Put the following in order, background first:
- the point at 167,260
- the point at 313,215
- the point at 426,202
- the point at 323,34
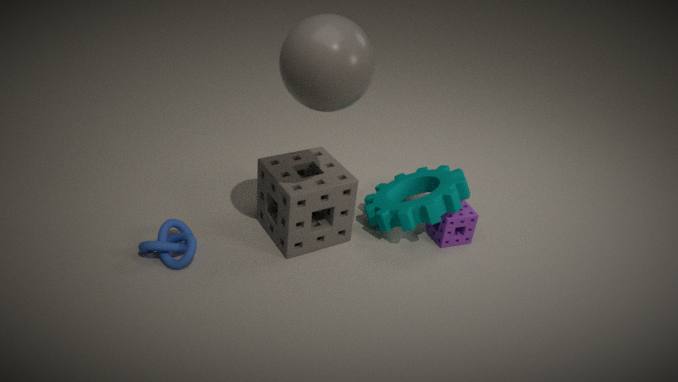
the point at 313,215, the point at 426,202, the point at 167,260, the point at 323,34
